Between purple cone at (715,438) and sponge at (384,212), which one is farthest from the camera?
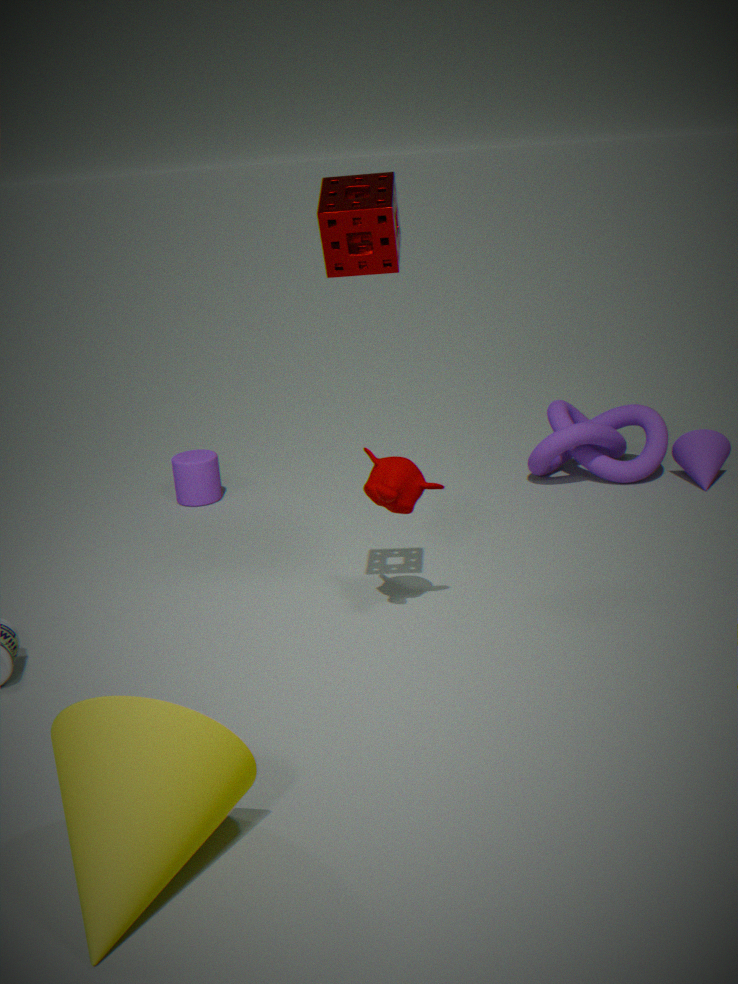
purple cone at (715,438)
